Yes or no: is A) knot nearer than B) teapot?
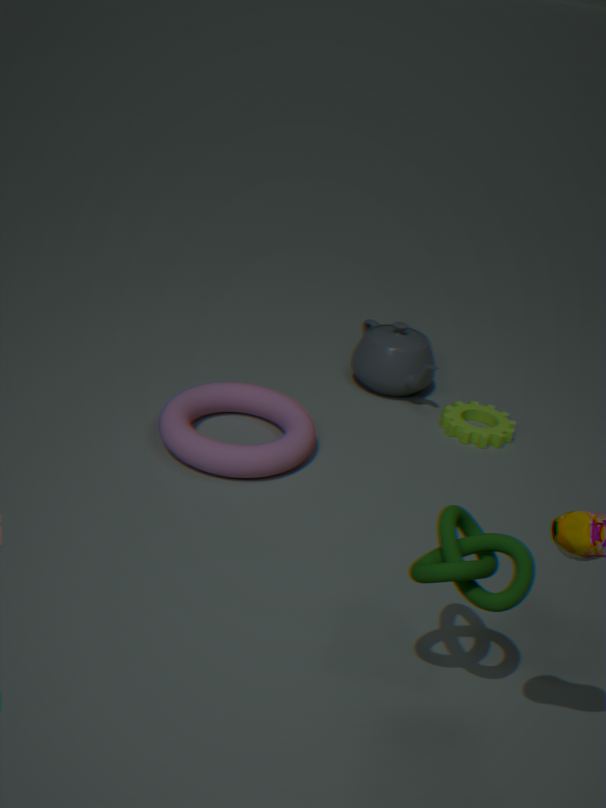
Yes
